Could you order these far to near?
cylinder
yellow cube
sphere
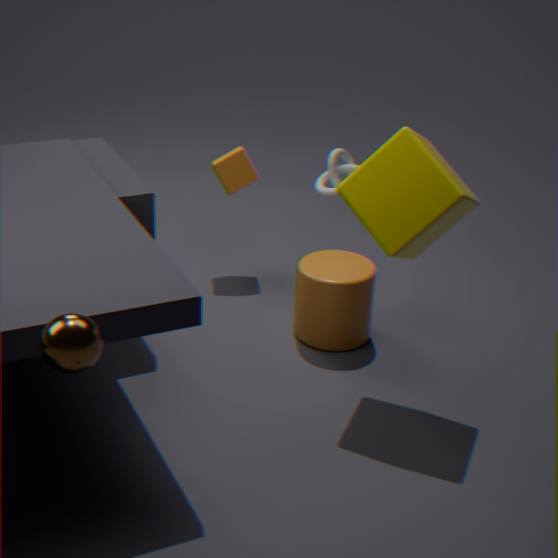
cylinder
yellow cube
sphere
